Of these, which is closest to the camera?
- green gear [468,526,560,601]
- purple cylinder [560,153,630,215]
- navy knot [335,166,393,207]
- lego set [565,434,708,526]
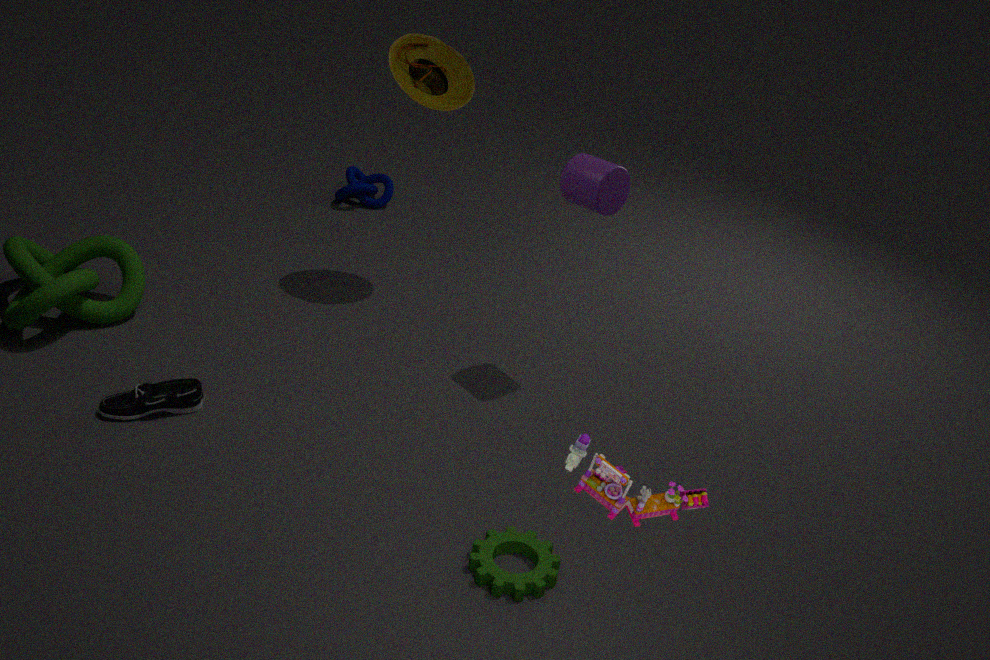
lego set [565,434,708,526]
